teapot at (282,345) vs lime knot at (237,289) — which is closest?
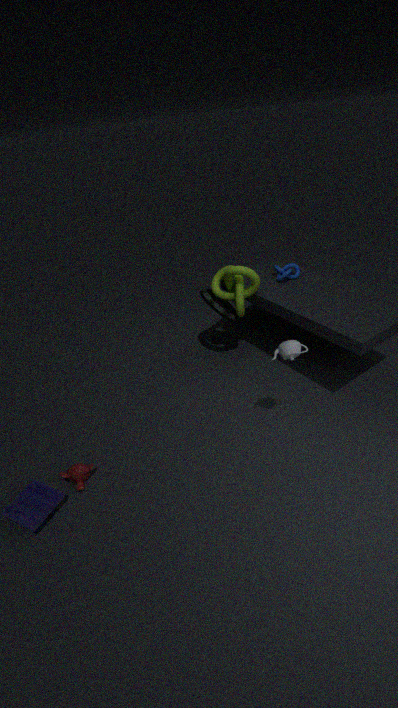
teapot at (282,345)
